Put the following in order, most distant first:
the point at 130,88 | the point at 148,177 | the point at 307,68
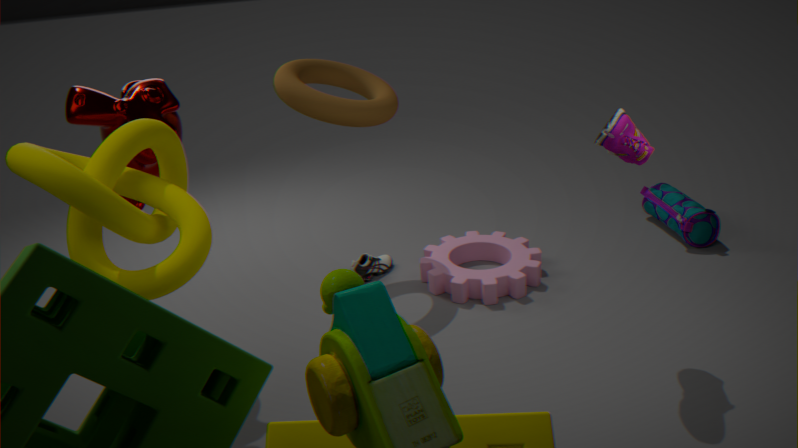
the point at 307,68 → the point at 130,88 → the point at 148,177
